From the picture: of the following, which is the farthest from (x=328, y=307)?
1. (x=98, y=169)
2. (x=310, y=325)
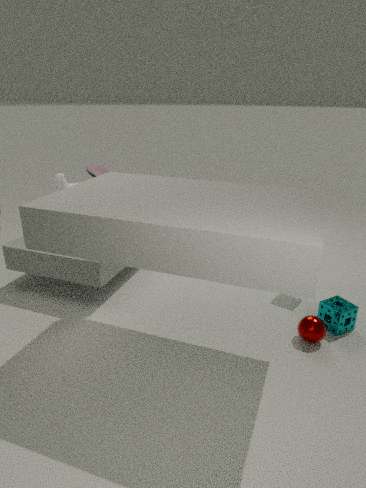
(x=98, y=169)
